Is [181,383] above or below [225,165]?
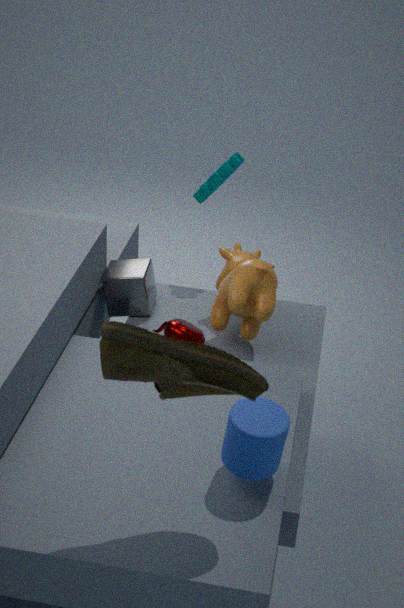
above
